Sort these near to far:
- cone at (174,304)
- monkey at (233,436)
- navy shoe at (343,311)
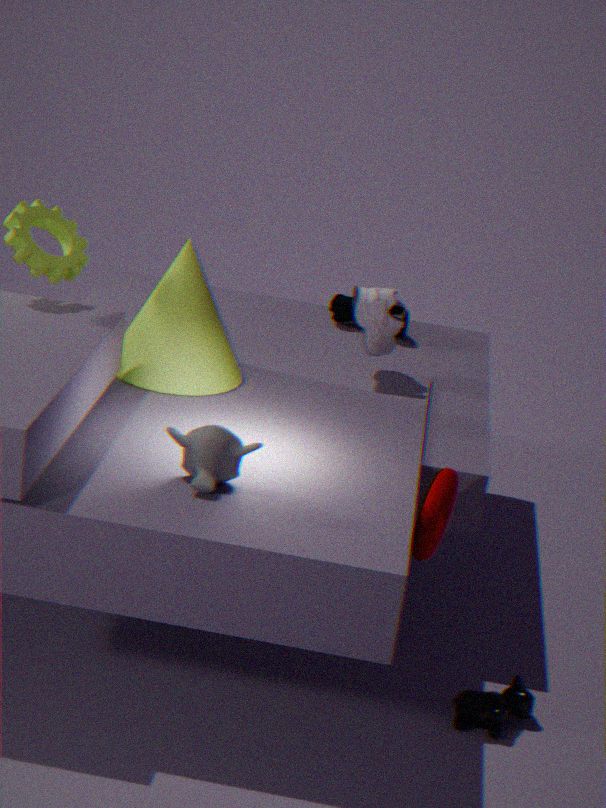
monkey at (233,436) → cone at (174,304) → navy shoe at (343,311)
